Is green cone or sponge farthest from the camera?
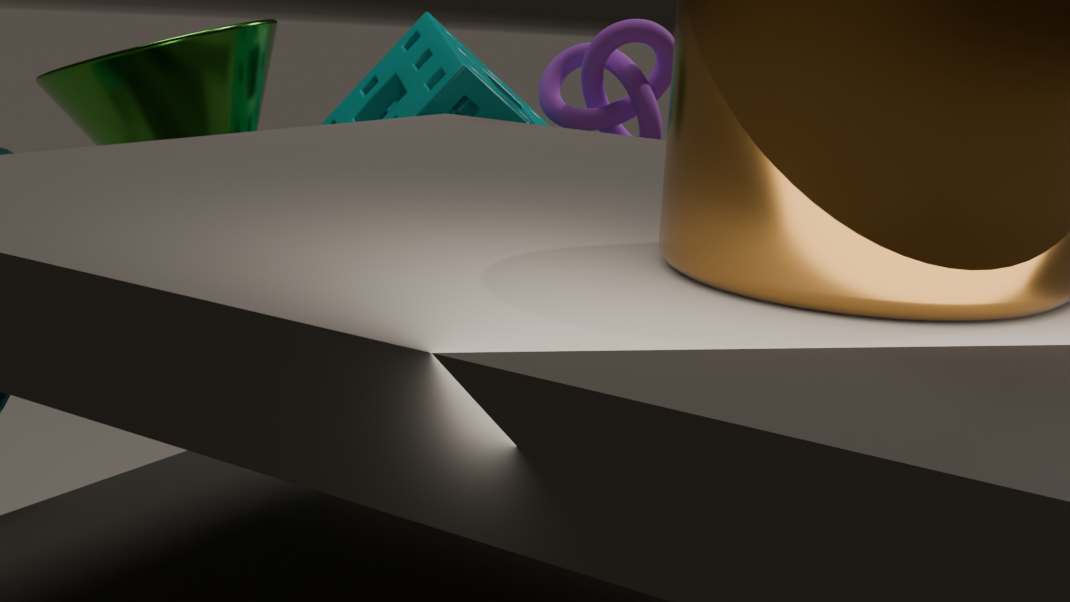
sponge
